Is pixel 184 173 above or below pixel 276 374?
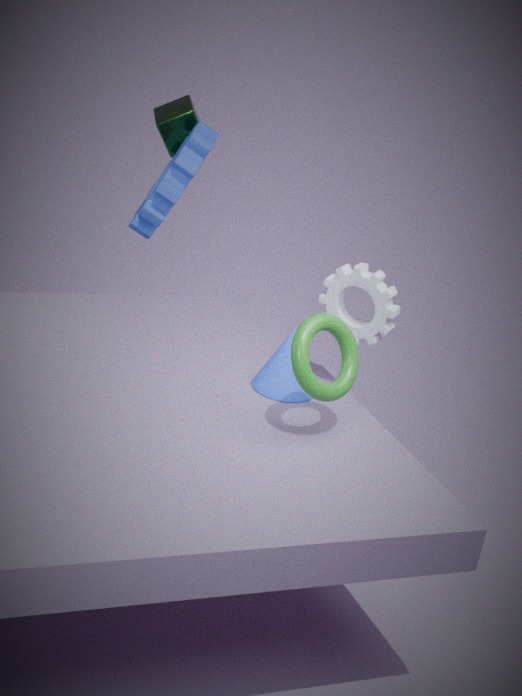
above
